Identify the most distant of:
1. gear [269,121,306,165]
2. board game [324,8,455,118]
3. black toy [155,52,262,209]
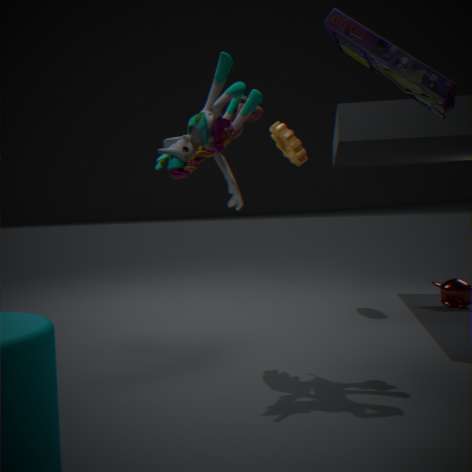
gear [269,121,306,165]
